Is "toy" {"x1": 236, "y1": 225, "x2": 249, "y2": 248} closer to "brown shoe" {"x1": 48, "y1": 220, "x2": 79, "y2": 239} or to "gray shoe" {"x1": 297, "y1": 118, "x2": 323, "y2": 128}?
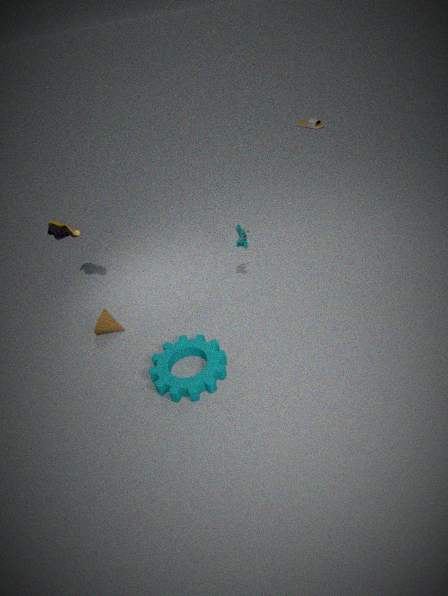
"brown shoe" {"x1": 48, "y1": 220, "x2": 79, "y2": 239}
